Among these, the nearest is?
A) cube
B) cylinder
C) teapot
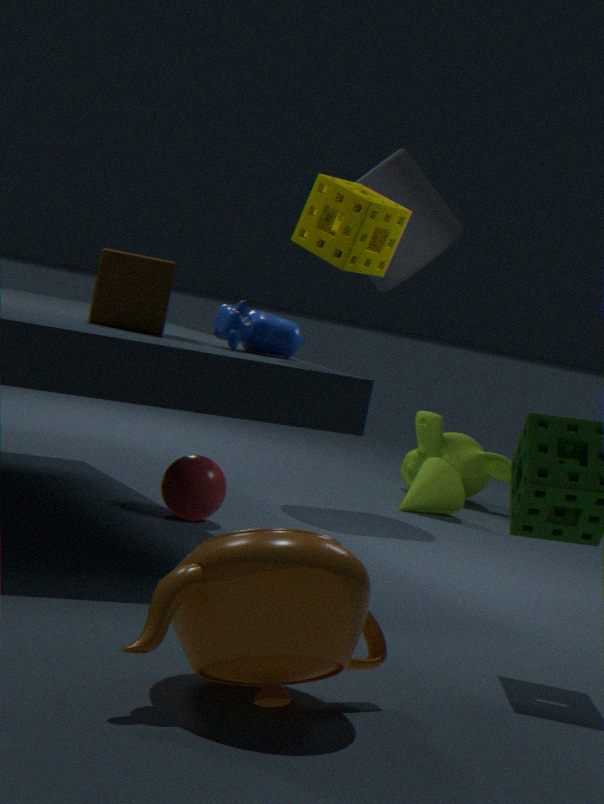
teapot
